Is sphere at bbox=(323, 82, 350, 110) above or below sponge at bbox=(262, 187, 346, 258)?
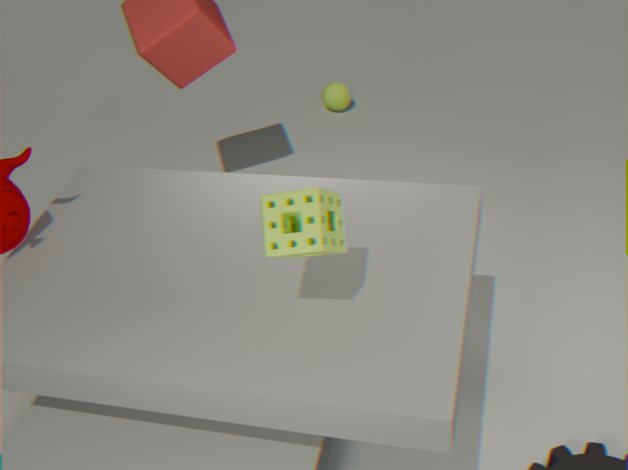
below
